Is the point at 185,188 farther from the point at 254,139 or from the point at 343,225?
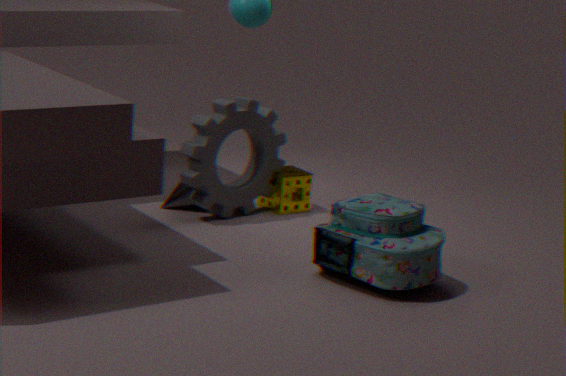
the point at 343,225
